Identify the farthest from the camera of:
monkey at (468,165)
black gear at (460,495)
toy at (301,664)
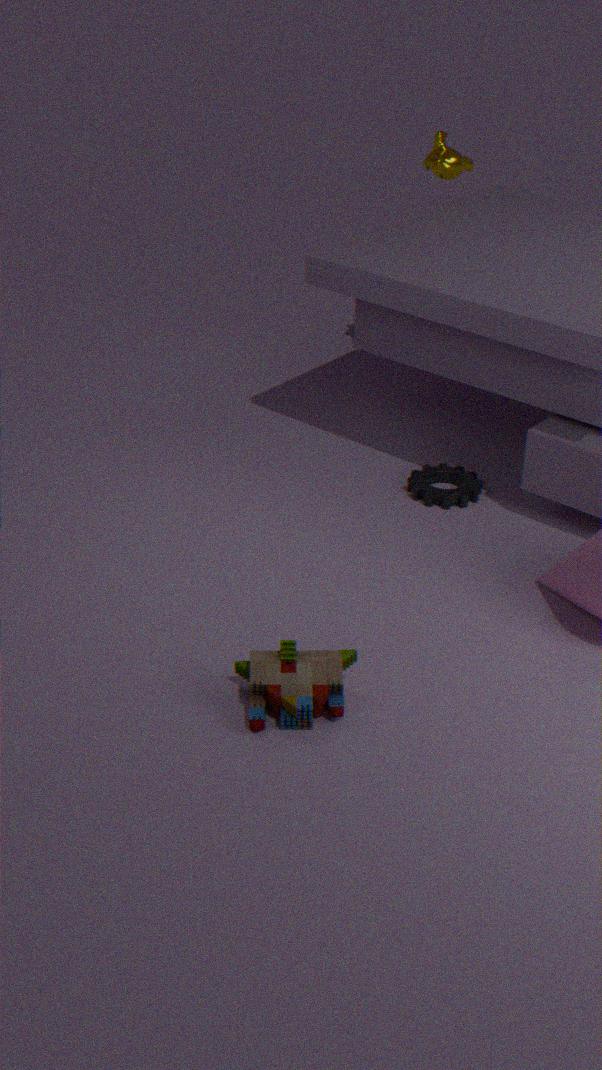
monkey at (468,165)
